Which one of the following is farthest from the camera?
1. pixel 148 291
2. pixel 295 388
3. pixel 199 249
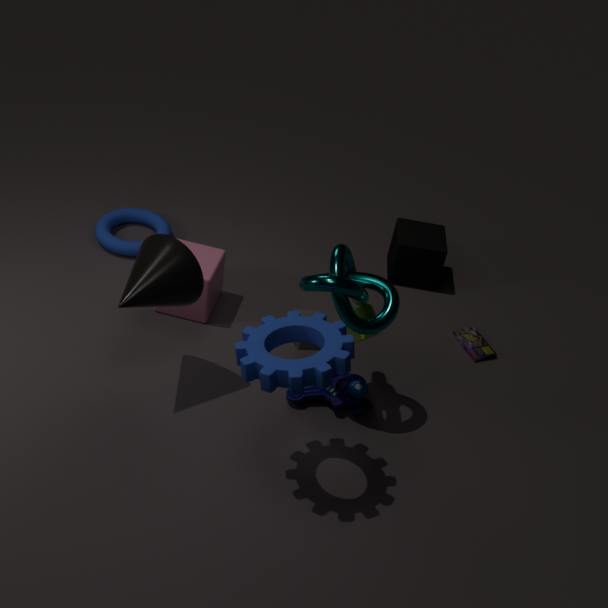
pixel 199 249
